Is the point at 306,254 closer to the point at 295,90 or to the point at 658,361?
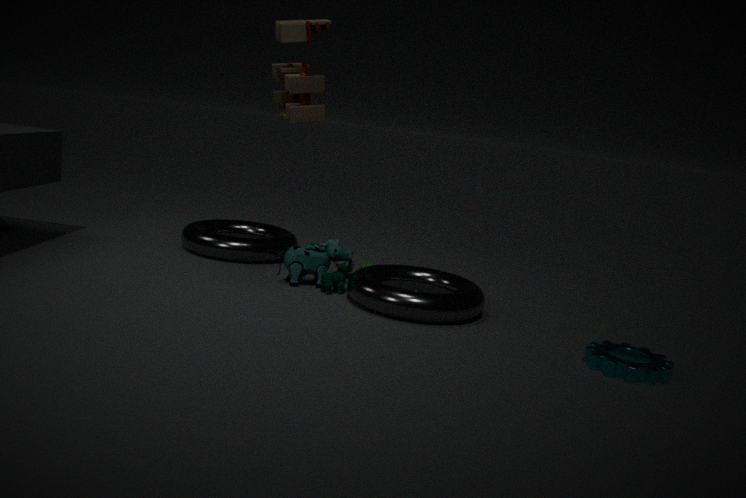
the point at 295,90
